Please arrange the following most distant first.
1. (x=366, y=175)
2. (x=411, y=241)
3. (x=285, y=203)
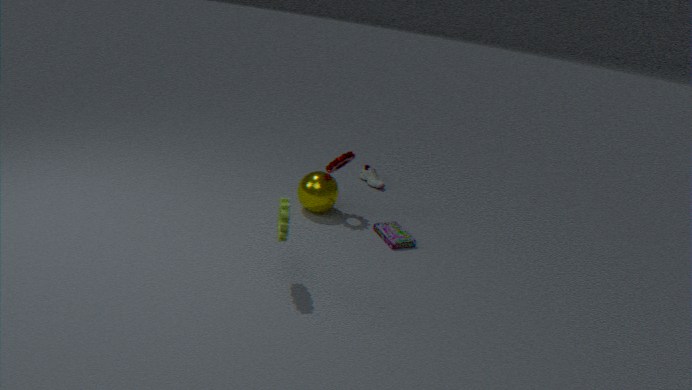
(x=366, y=175) < (x=411, y=241) < (x=285, y=203)
